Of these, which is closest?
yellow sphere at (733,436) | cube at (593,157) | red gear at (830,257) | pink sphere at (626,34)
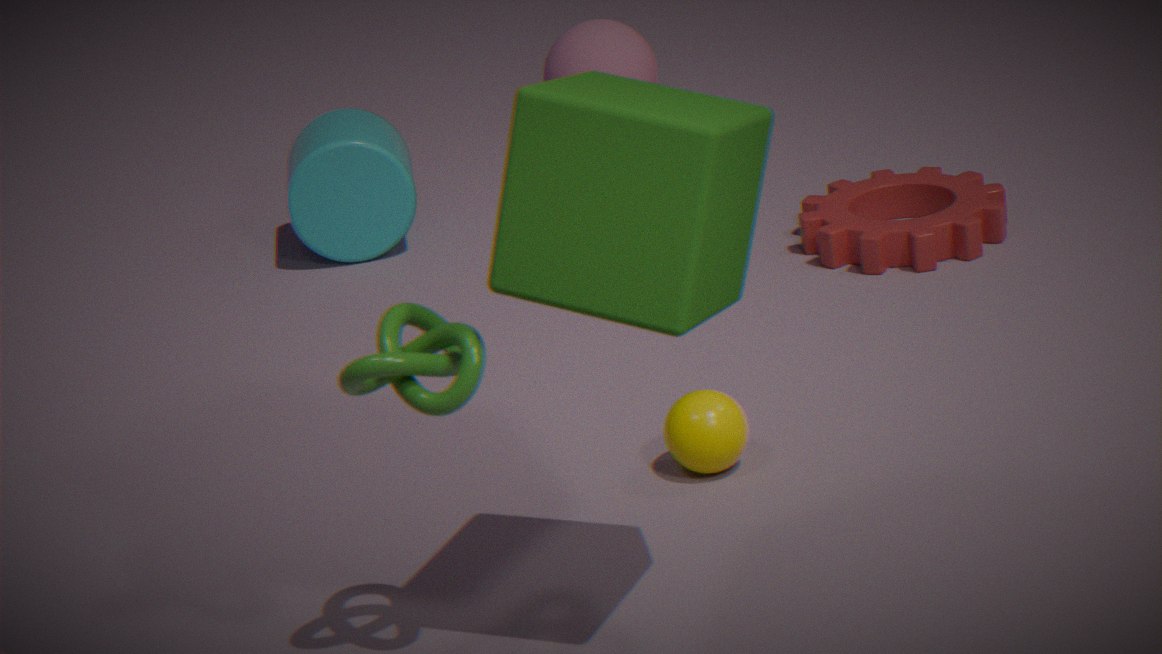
cube at (593,157)
